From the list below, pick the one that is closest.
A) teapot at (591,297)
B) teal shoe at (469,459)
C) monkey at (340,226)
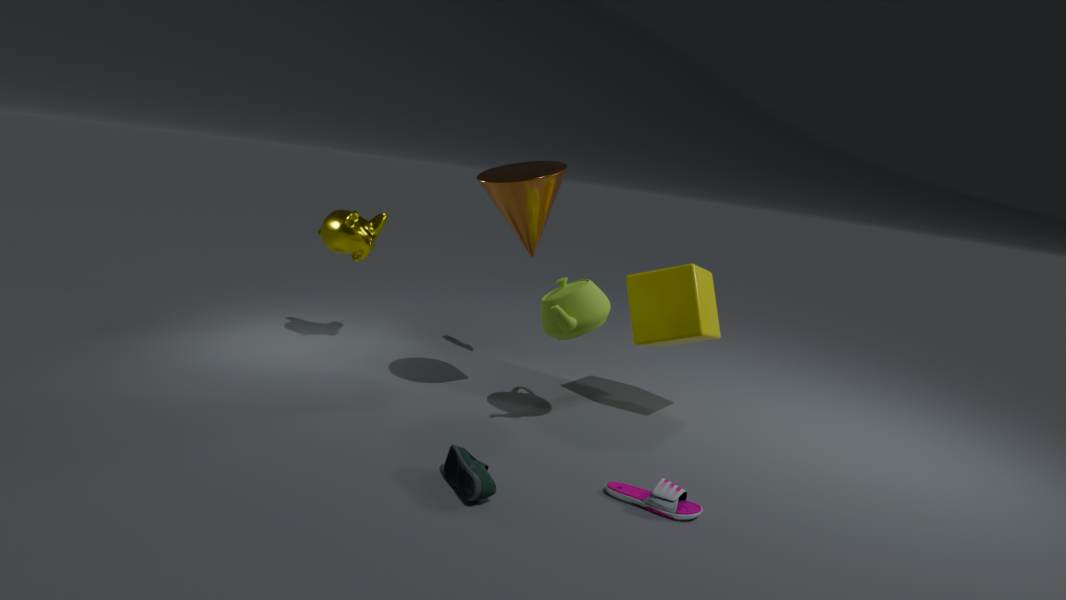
teal shoe at (469,459)
